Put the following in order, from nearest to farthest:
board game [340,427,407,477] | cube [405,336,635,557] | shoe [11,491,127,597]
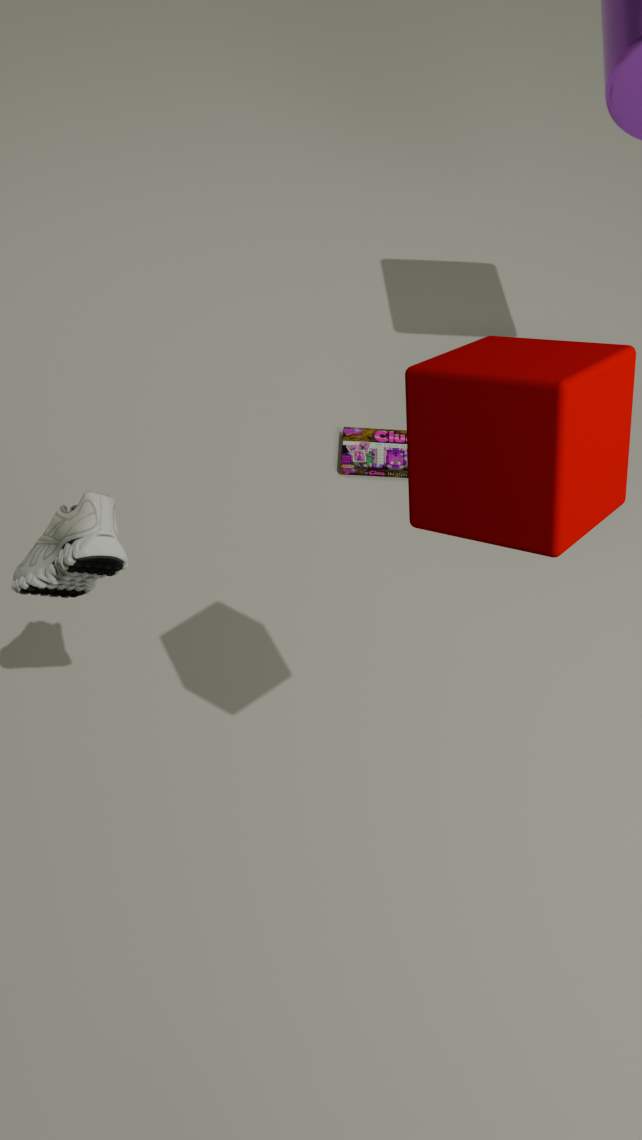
cube [405,336,635,557]
shoe [11,491,127,597]
board game [340,427,407,477]
